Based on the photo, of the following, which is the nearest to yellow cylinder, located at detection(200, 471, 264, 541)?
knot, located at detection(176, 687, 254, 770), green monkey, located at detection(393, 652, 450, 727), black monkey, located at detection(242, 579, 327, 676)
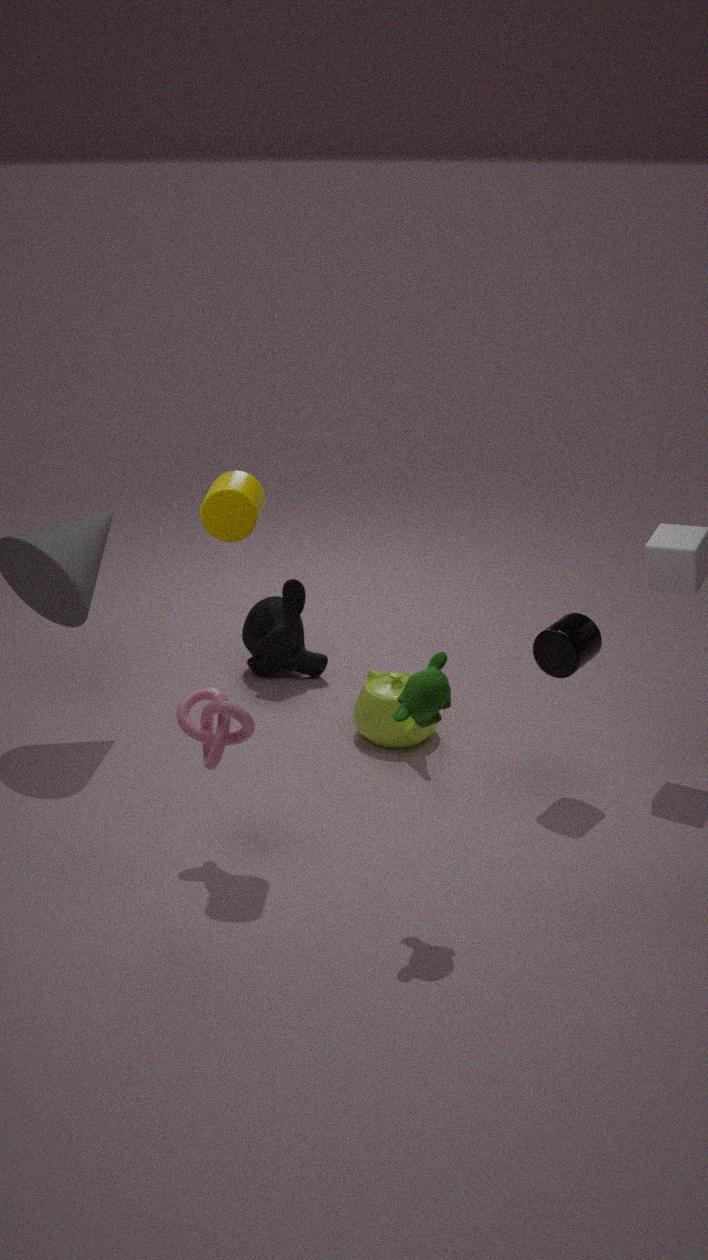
knot, located at detection(176, 687, 254, 770)
